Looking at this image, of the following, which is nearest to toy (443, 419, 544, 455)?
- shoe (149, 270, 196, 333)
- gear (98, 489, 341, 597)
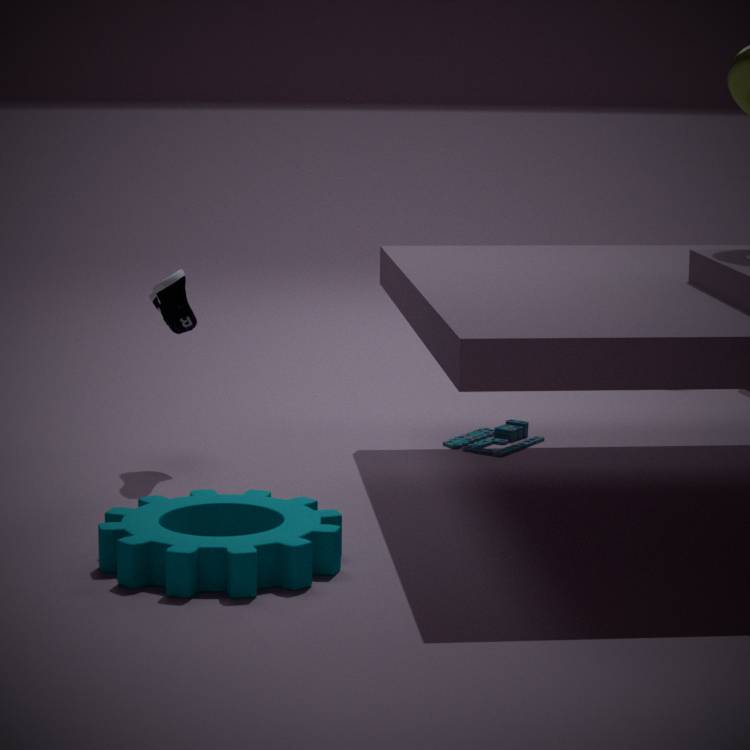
shoe (149, 270, 196, 333)
